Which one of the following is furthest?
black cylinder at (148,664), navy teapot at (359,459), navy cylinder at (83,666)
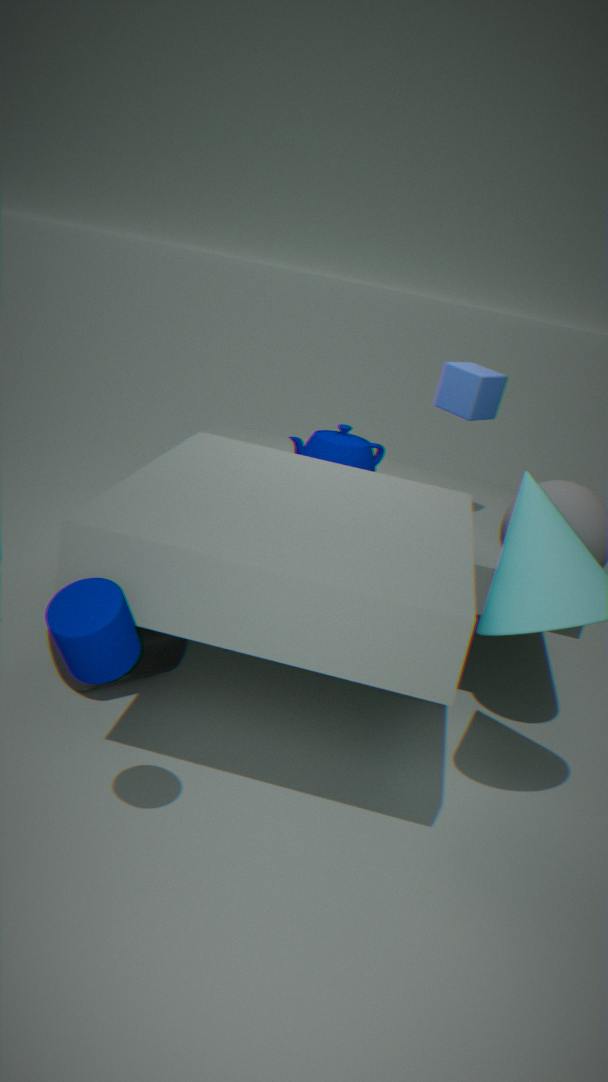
navy teapot at (359,459)
